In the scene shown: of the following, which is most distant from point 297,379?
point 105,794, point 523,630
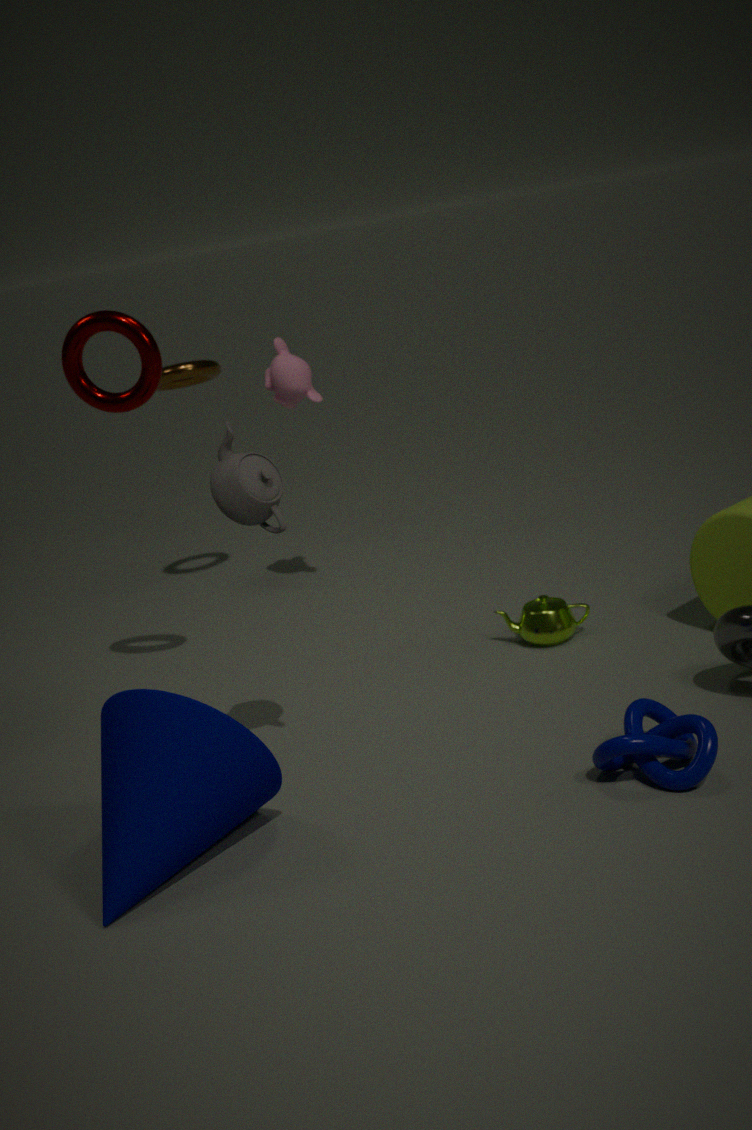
point 105,794
